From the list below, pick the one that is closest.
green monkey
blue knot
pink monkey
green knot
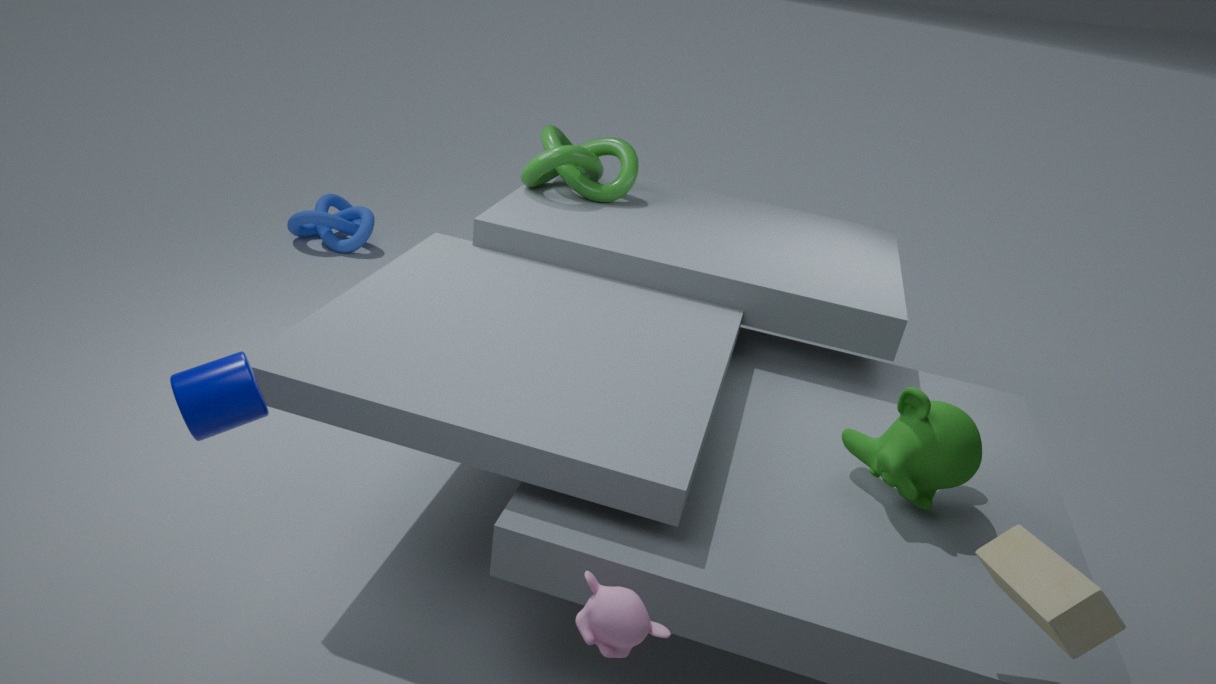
pink monkey
